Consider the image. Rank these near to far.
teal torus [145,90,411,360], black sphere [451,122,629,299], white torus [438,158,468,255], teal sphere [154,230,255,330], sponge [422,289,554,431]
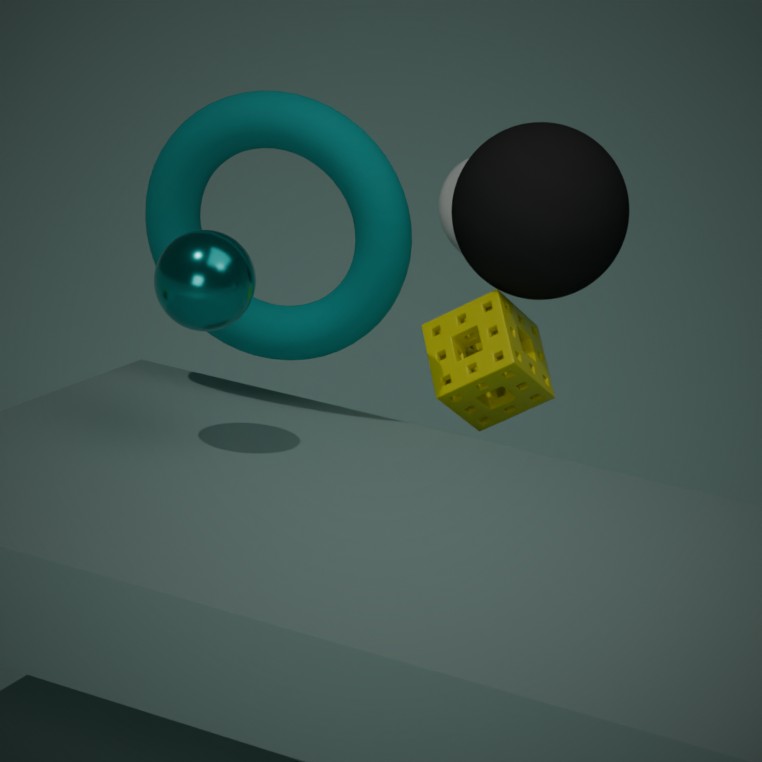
teal sphere [154,230,255,330]
teal torus [145,90,411,360]
black sphere [451,122,629,299]
sponge [422,289,554,431]
white torus [438,158,468,255]
